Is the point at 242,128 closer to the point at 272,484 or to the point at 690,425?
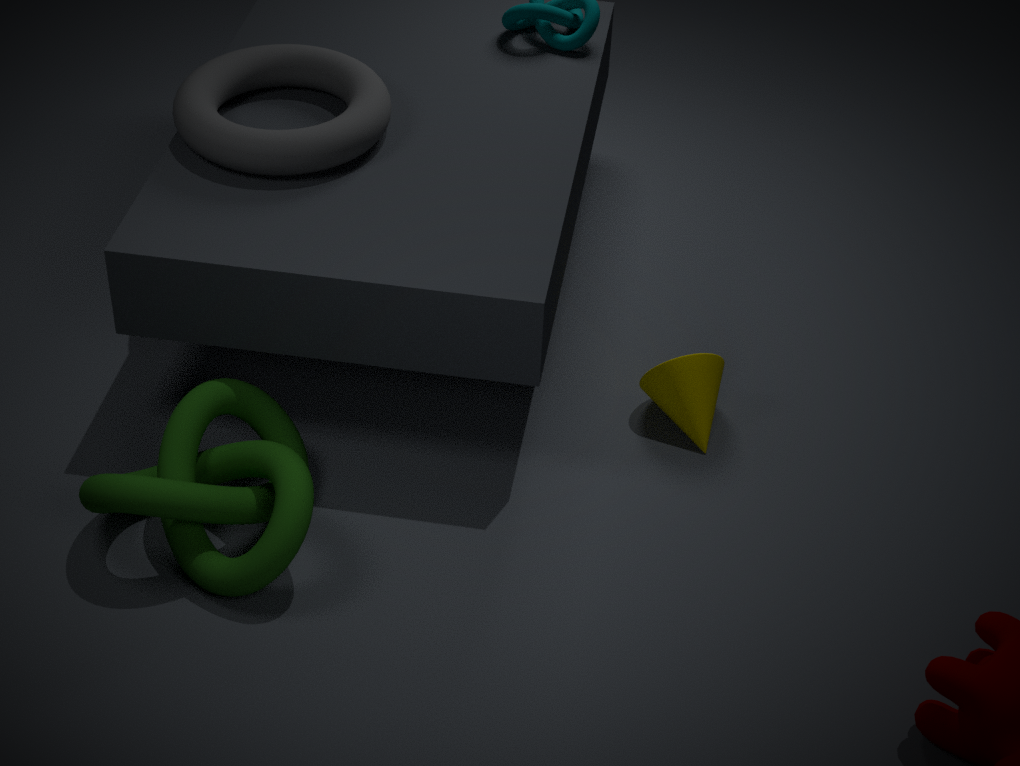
the point at 272,484
